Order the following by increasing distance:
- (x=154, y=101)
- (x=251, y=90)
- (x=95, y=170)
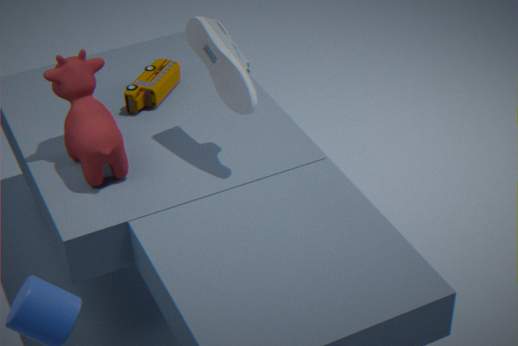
(x=251, y=90) → (x=95, y=170) → (x=154, y=101)
